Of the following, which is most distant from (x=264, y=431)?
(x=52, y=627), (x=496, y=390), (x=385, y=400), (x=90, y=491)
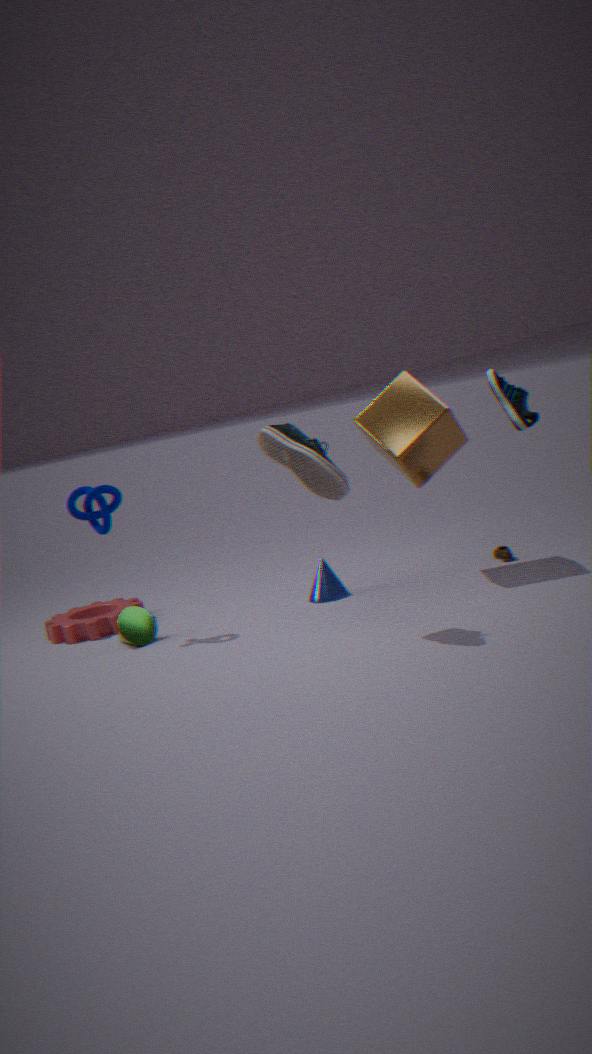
(x=52, y=627)
